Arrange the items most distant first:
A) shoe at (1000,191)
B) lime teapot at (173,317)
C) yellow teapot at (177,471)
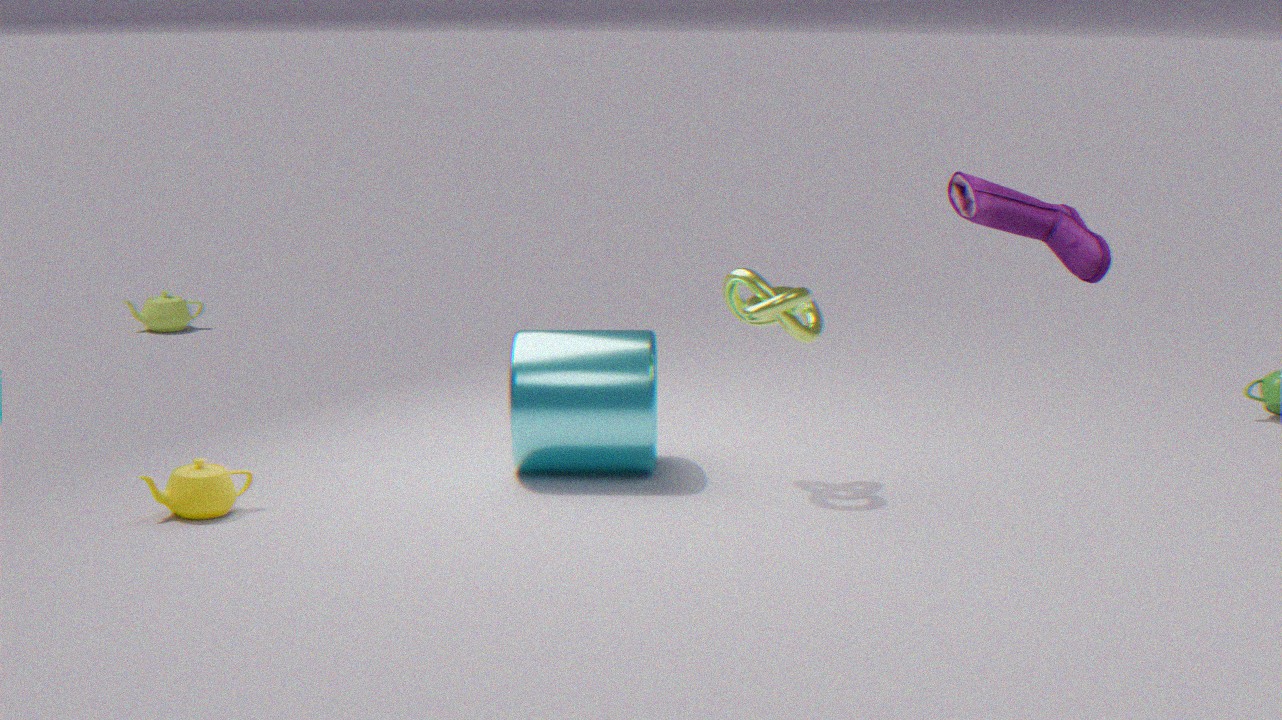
lime teapot at (173,317) → yellow teapot at (177,471) → shoe at (1000,191)
